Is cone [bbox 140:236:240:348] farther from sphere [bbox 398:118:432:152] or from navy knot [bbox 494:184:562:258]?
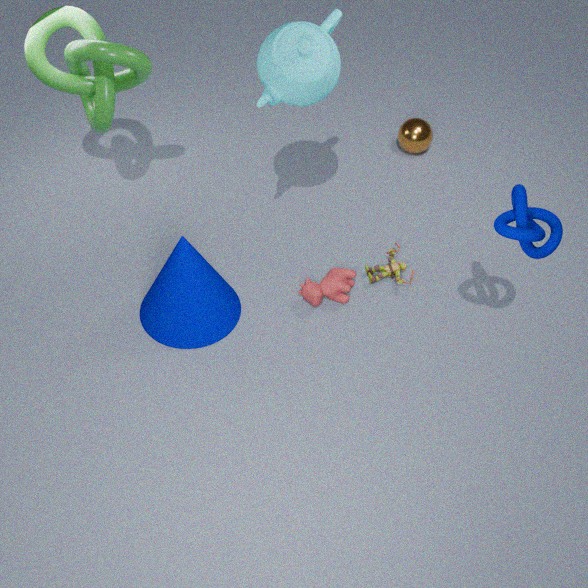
sphere [bbox 398:118:432:152]
